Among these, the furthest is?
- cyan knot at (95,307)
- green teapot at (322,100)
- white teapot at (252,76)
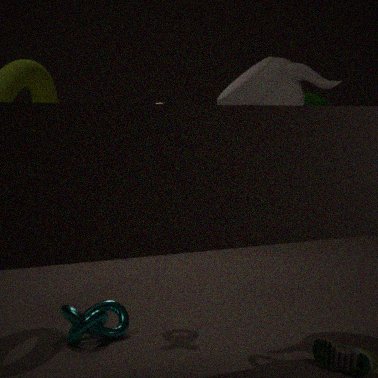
green teapot at (322,100)
